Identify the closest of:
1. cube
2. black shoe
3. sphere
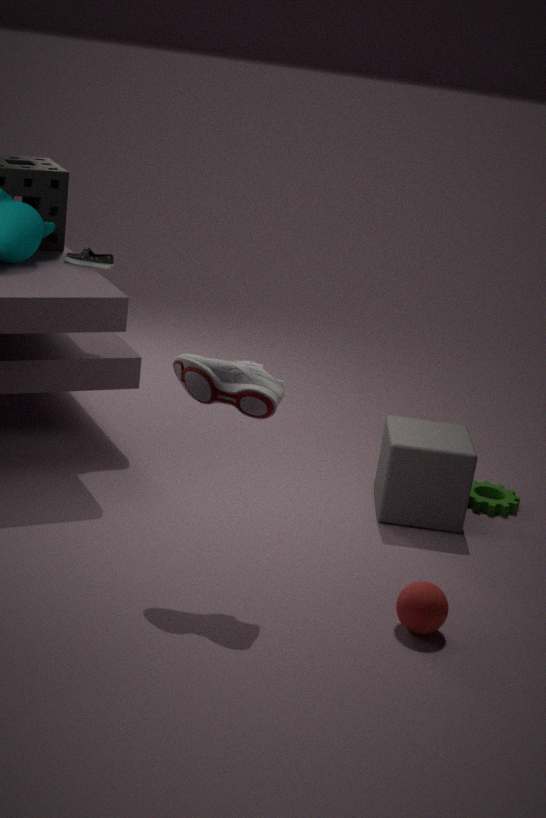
sphere
